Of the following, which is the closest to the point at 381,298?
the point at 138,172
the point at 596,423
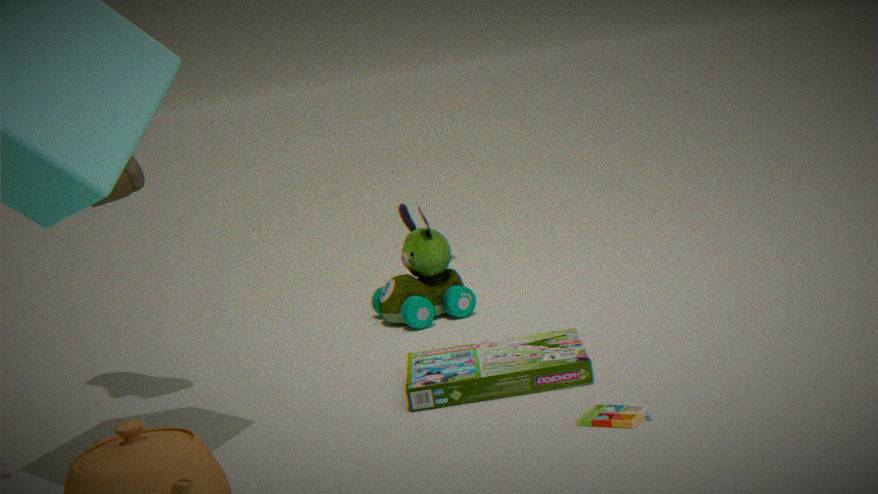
the point at 138,172
